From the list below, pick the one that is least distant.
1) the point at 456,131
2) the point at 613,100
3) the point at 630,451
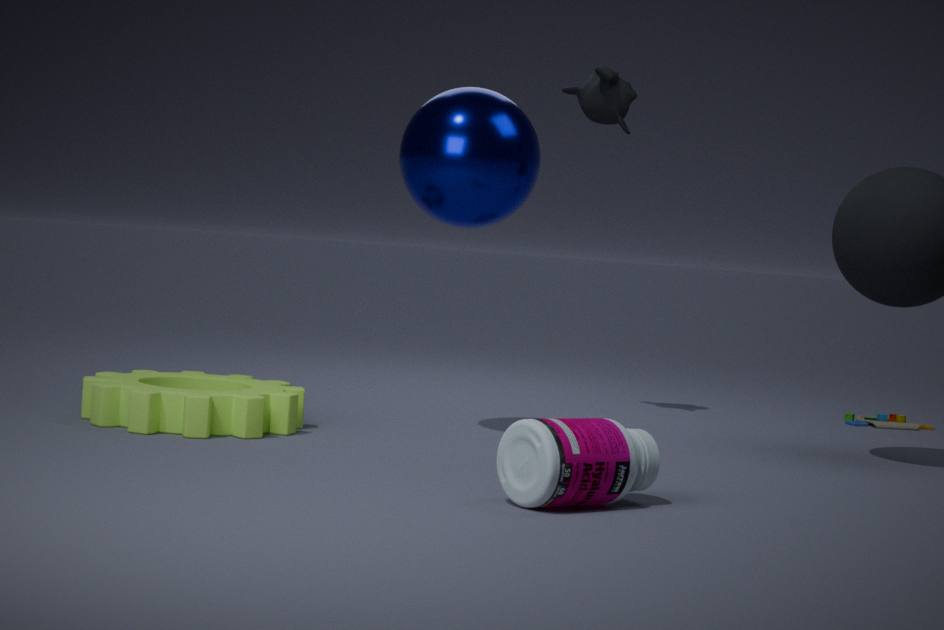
3. the point at 630,451
